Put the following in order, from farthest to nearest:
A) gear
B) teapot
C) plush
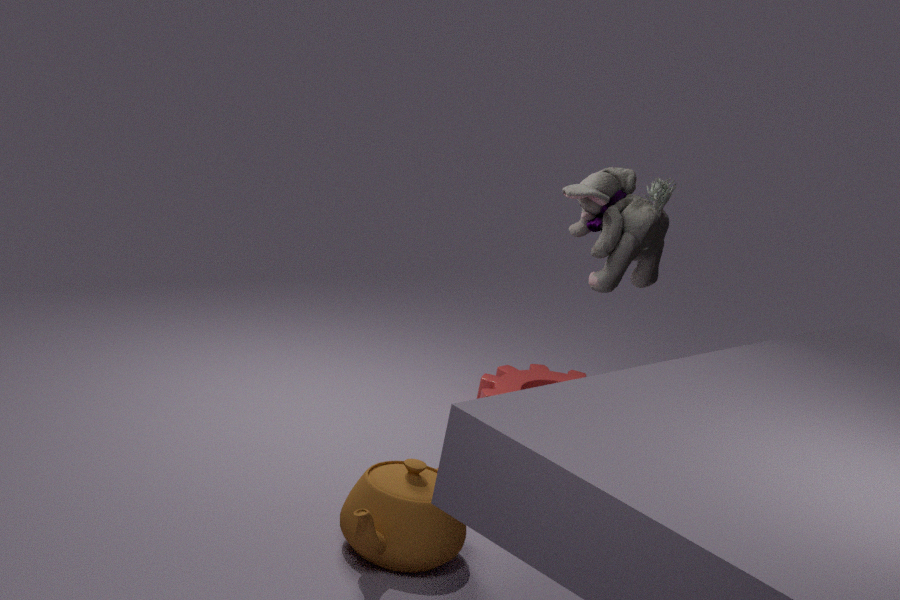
gear, plush, teapot
